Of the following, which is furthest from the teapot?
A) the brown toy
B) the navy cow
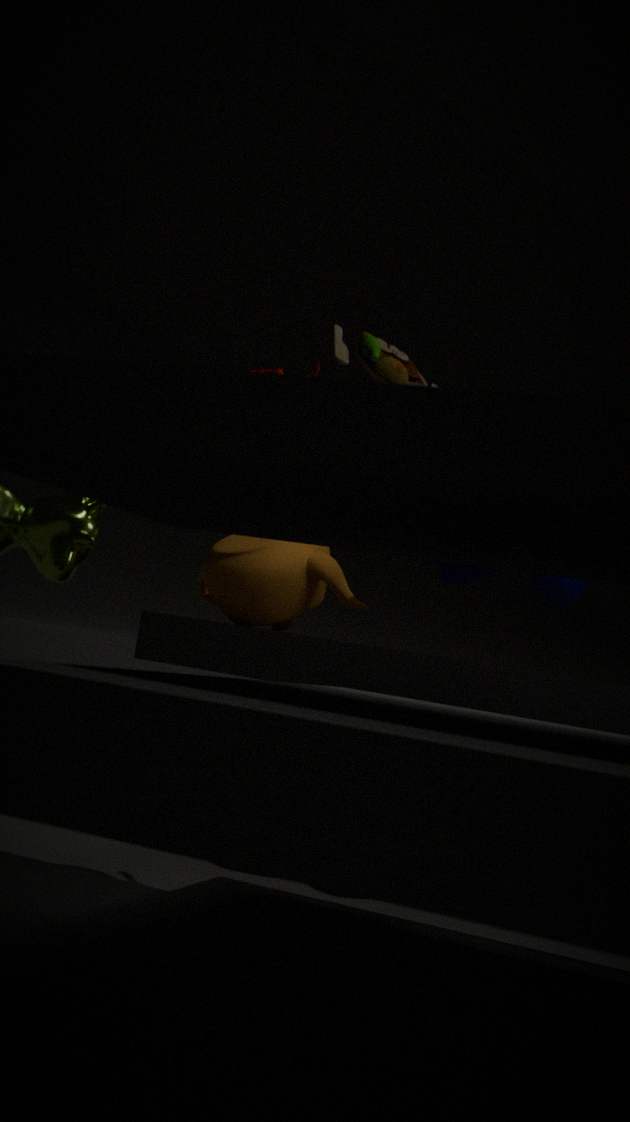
the brown toy
